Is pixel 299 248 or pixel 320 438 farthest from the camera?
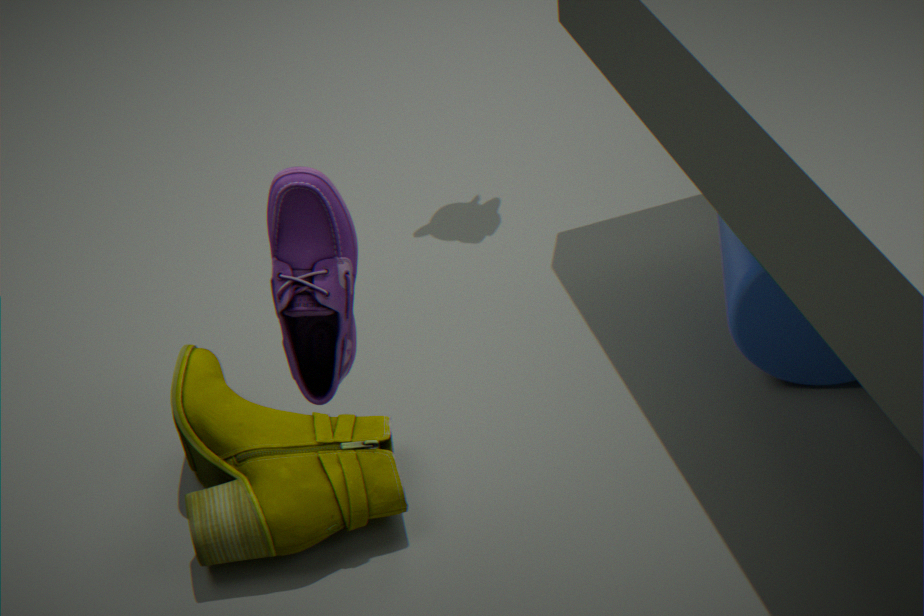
pixel 320 438
